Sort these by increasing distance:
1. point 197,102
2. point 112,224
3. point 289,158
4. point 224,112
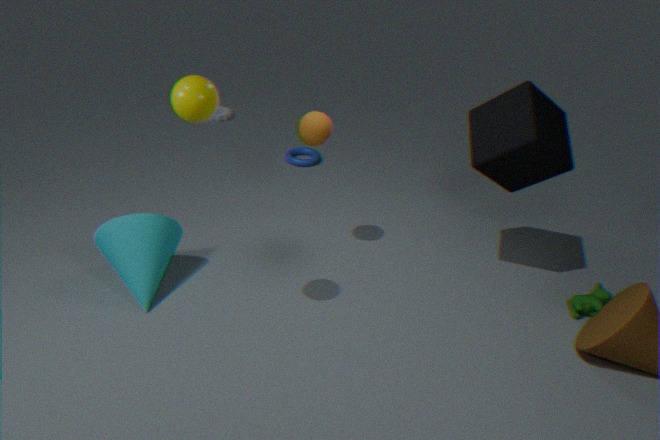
A: point 197,102 < point 112,224 < point 289,158 < point 224,112
